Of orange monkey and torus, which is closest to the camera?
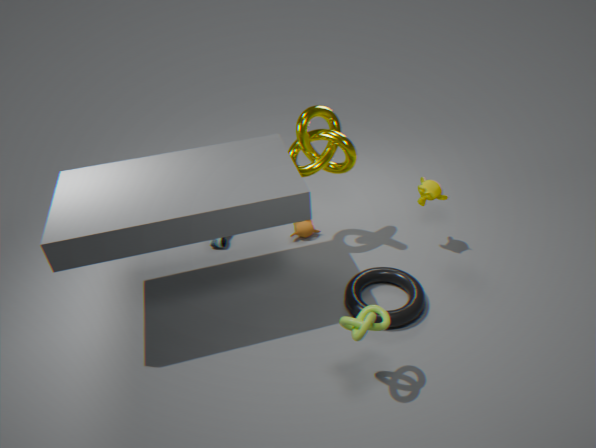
torus
